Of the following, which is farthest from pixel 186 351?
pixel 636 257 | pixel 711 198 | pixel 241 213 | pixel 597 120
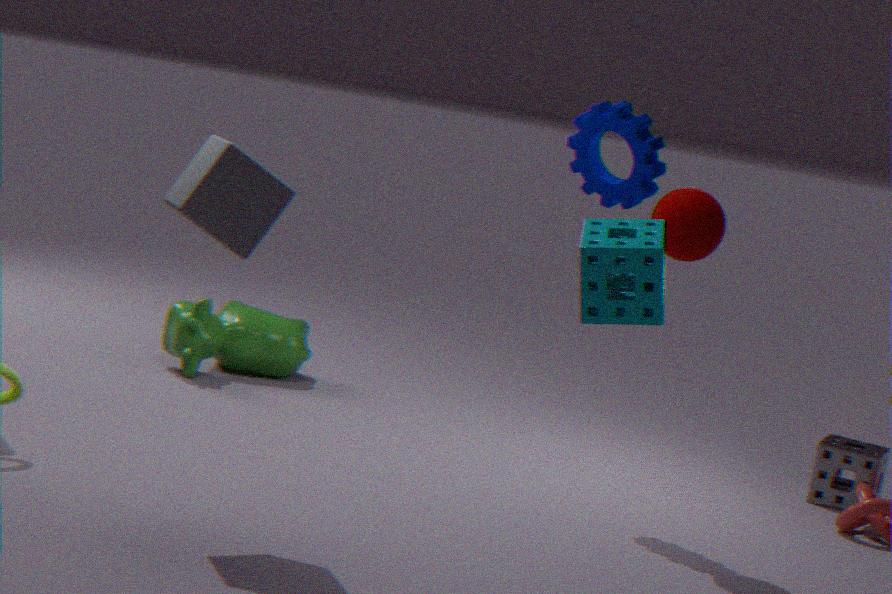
pixel 636 257
